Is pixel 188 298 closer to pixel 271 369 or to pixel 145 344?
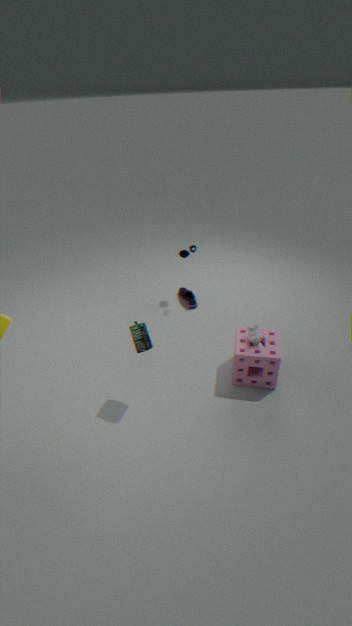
pixel 271 369
